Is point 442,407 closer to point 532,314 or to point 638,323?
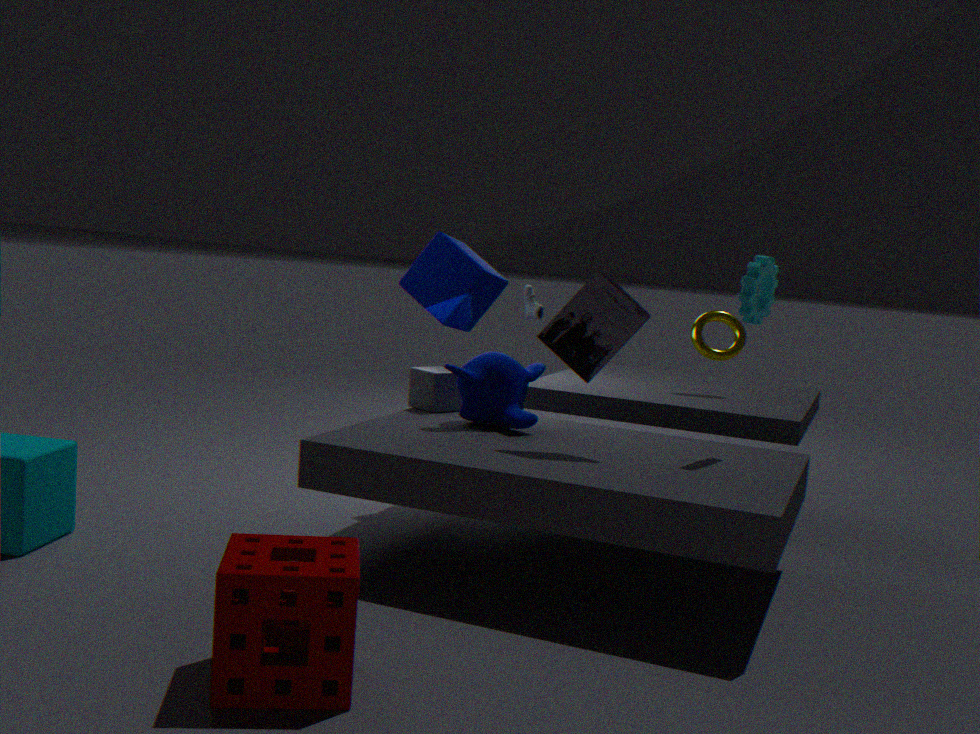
point 532,314
